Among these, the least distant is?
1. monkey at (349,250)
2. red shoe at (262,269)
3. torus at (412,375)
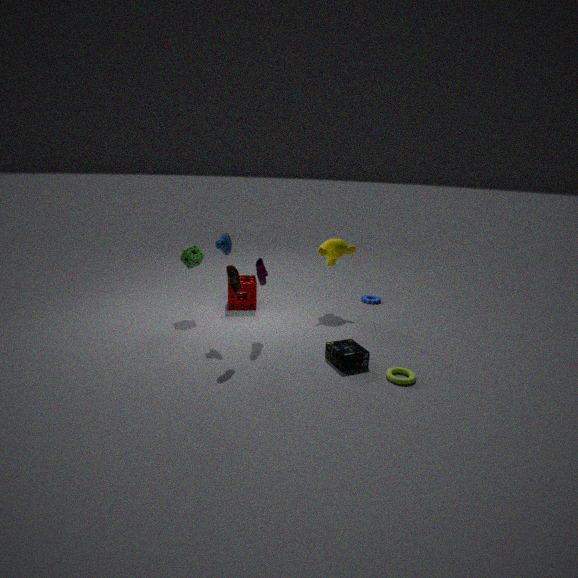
torus at (412,375)
